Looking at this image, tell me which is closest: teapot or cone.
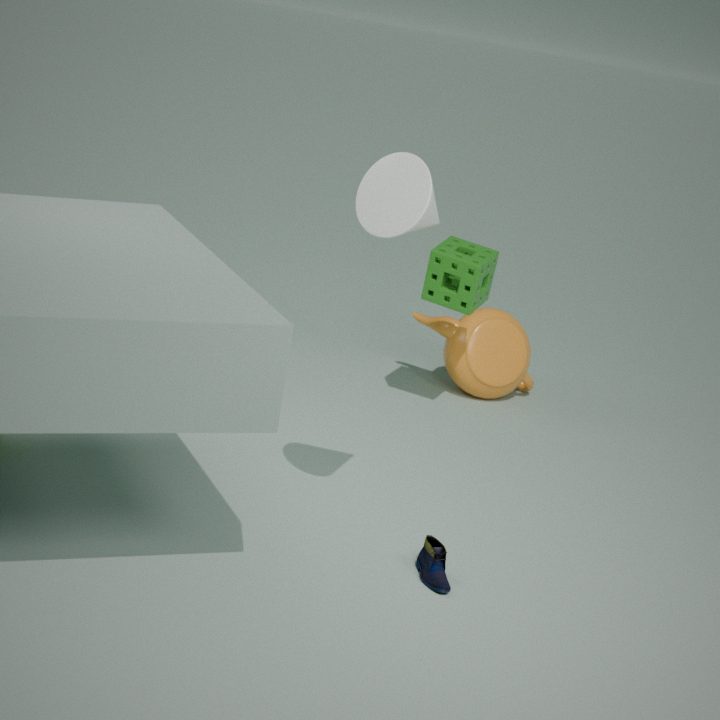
cone
